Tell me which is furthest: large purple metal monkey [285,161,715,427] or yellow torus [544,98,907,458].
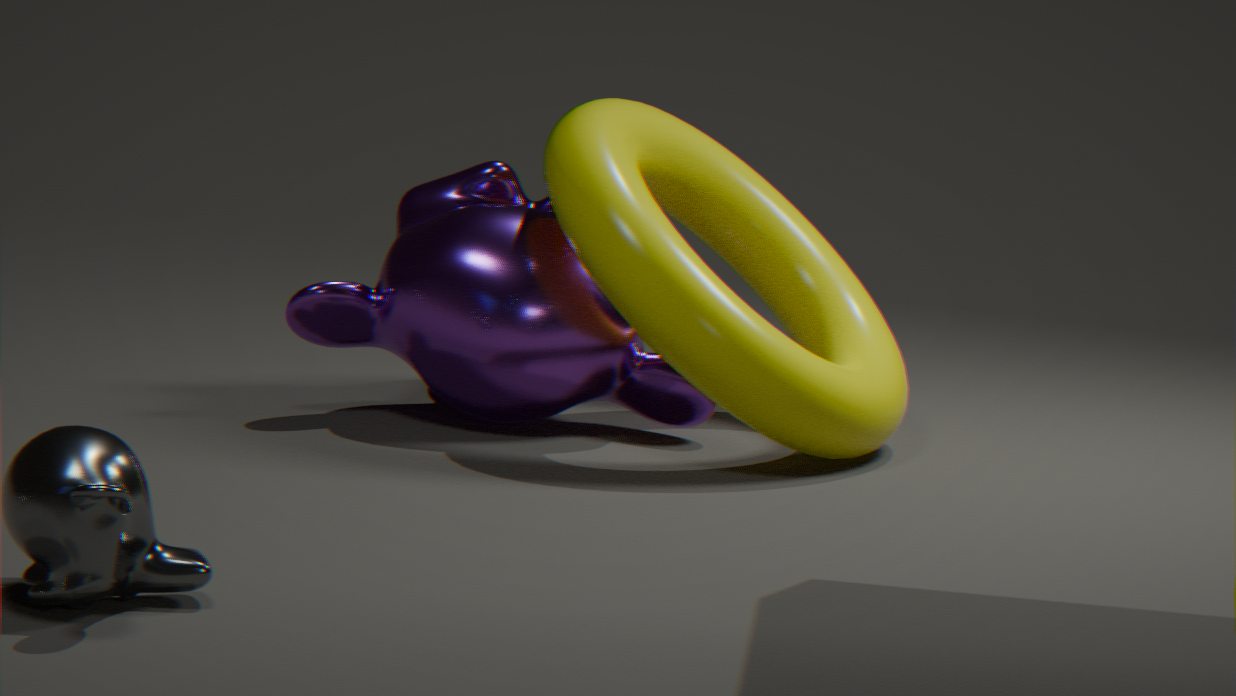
large purple metal monkey [285,161,715,427]
